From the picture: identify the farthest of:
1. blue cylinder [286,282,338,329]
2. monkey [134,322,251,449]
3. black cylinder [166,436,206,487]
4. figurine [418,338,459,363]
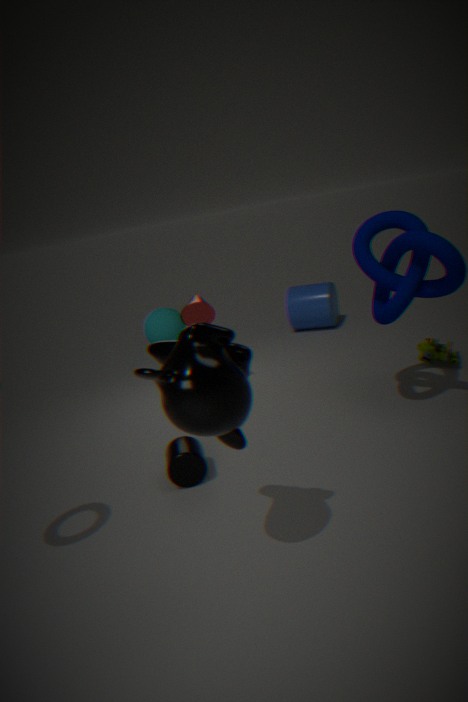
blue cylinder [286,282,338,329]
